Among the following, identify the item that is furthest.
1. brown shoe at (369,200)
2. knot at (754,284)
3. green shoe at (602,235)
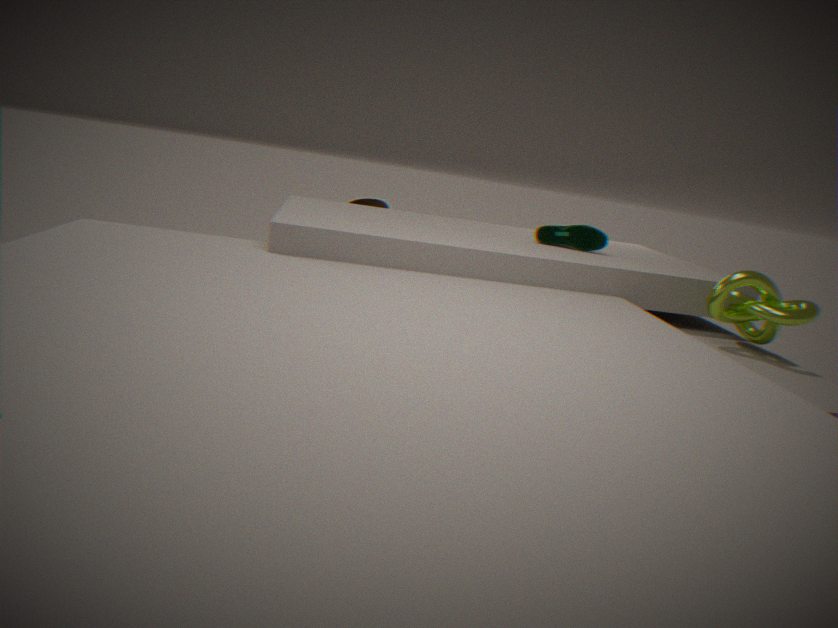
brown shoe at (369,200)
